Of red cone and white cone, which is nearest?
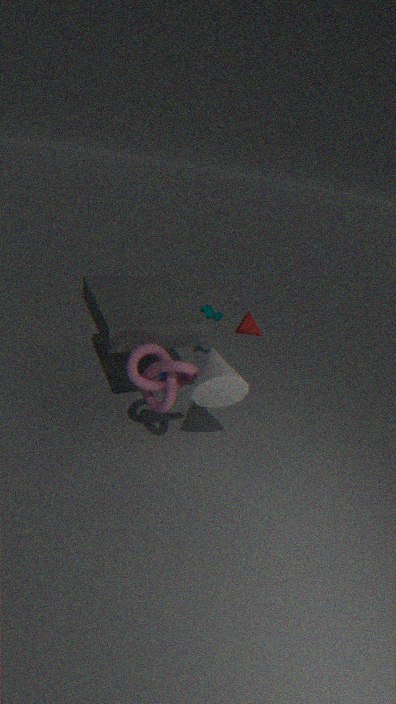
white cone
